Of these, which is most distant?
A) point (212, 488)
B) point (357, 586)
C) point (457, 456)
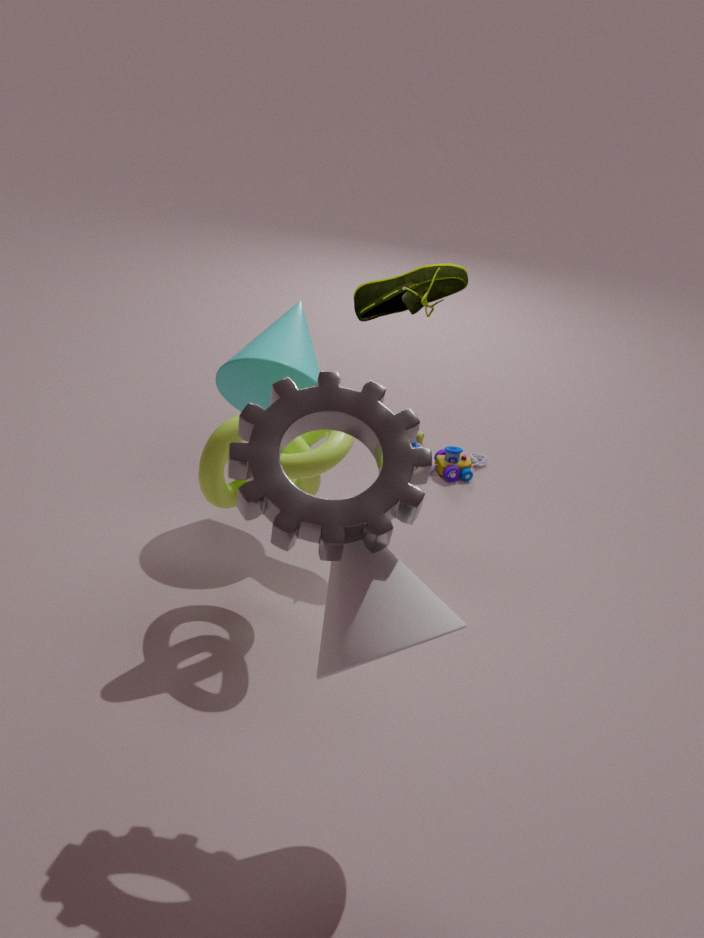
point (457, 456)
